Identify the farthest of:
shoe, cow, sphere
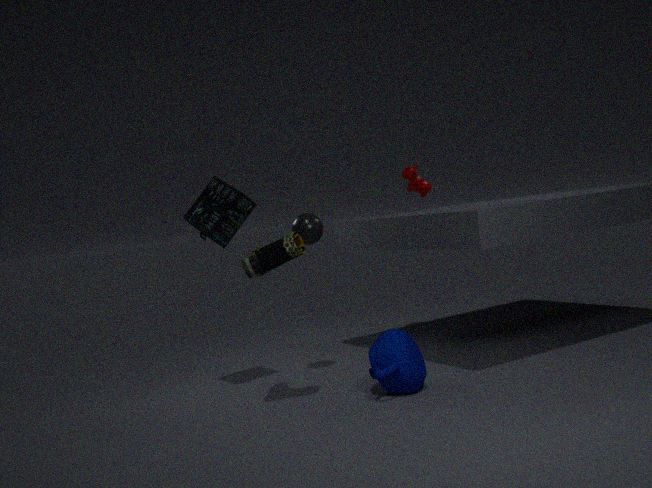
cow
